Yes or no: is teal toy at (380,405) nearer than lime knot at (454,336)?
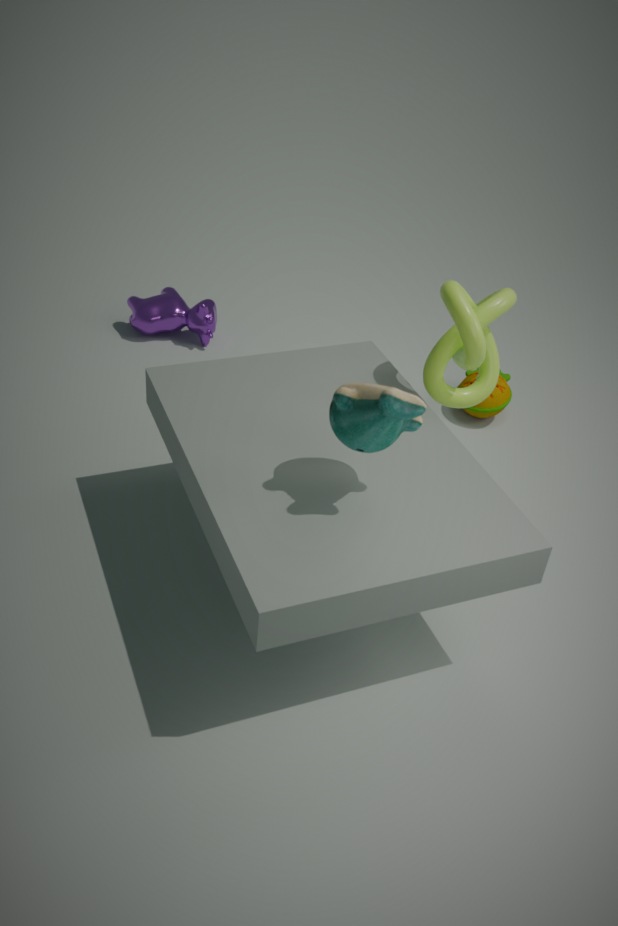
Yes
